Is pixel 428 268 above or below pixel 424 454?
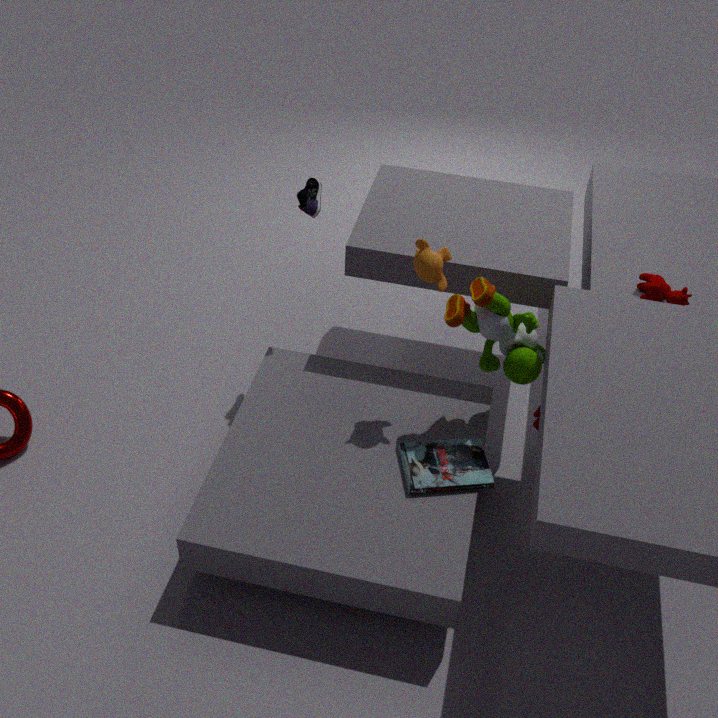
above
